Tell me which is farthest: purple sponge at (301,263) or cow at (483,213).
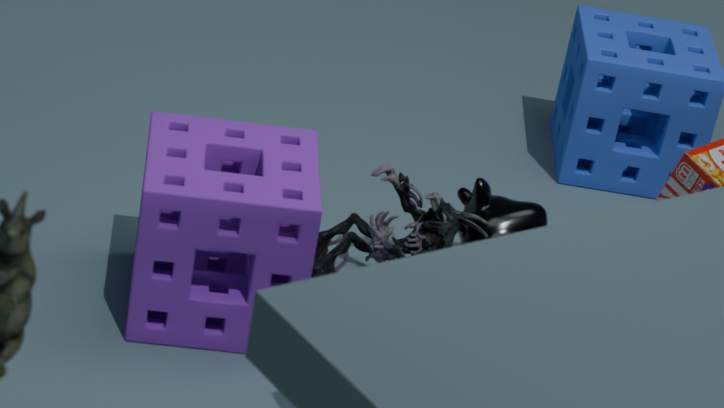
cow at (483,213)
